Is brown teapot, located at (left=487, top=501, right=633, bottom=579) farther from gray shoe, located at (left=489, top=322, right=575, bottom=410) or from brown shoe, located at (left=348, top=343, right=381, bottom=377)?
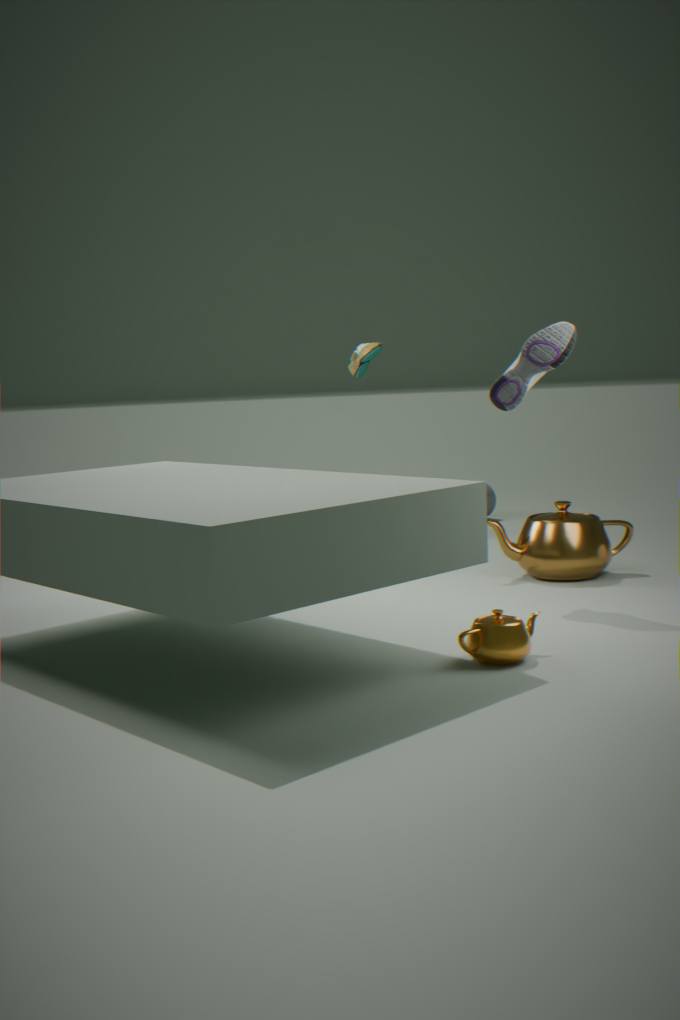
brown shoe, located at (left=348, top=343, right=381, bottom=377)
